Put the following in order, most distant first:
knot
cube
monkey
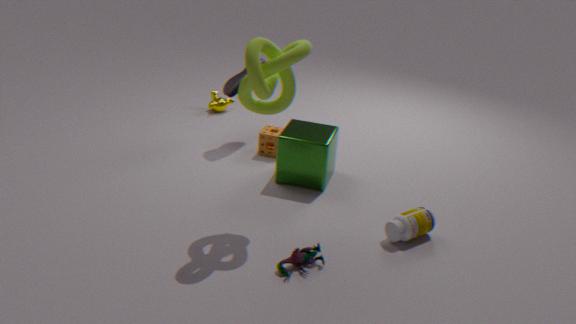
monkey < cube < knot
